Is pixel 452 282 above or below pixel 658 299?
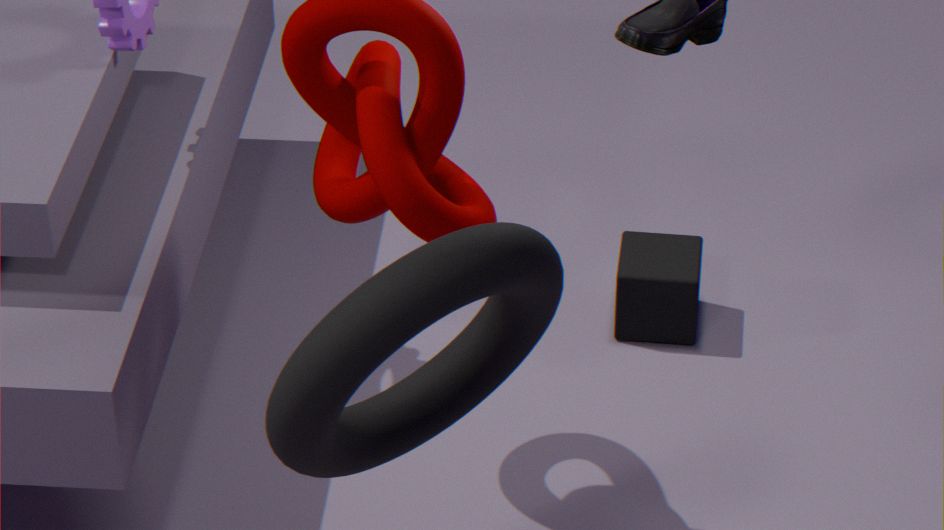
above
